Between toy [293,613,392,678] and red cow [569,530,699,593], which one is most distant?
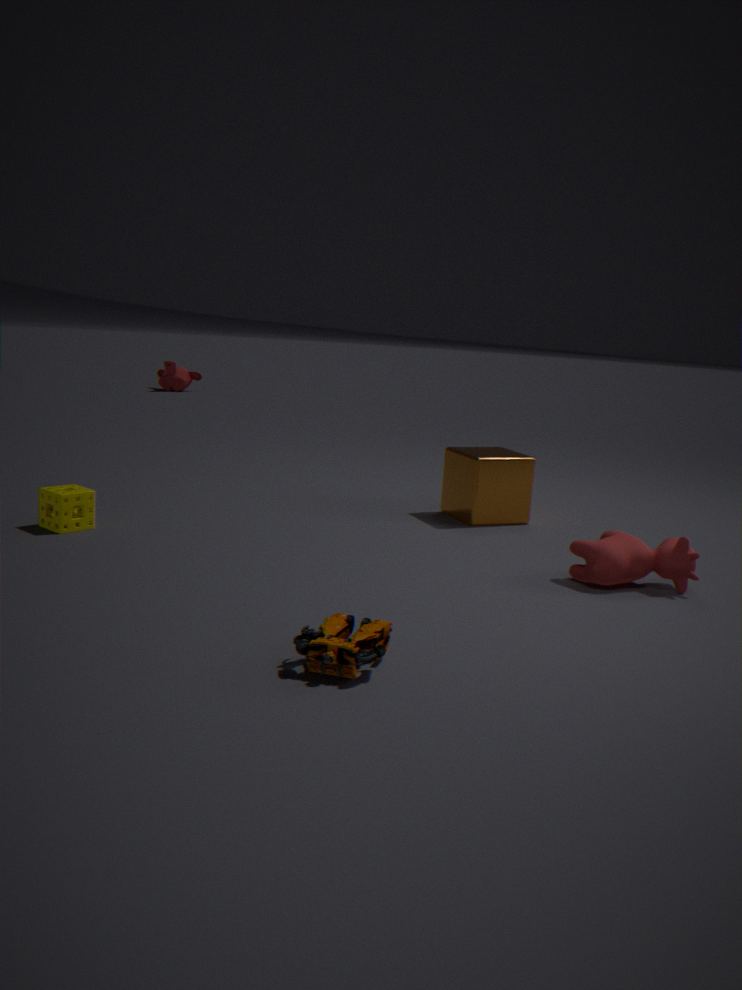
red cow [569,530,699,593]
